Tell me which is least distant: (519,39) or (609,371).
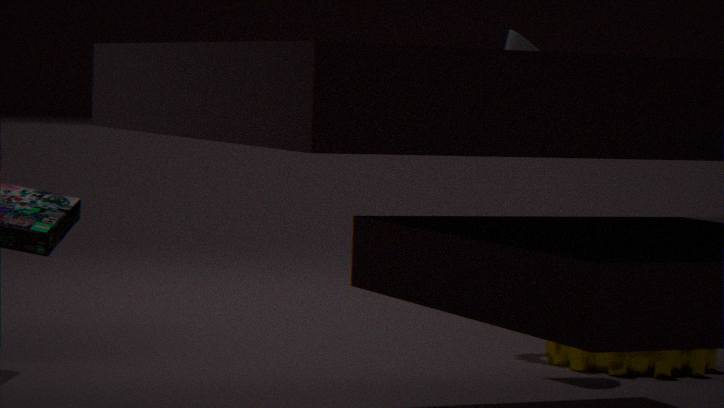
(609,371)
